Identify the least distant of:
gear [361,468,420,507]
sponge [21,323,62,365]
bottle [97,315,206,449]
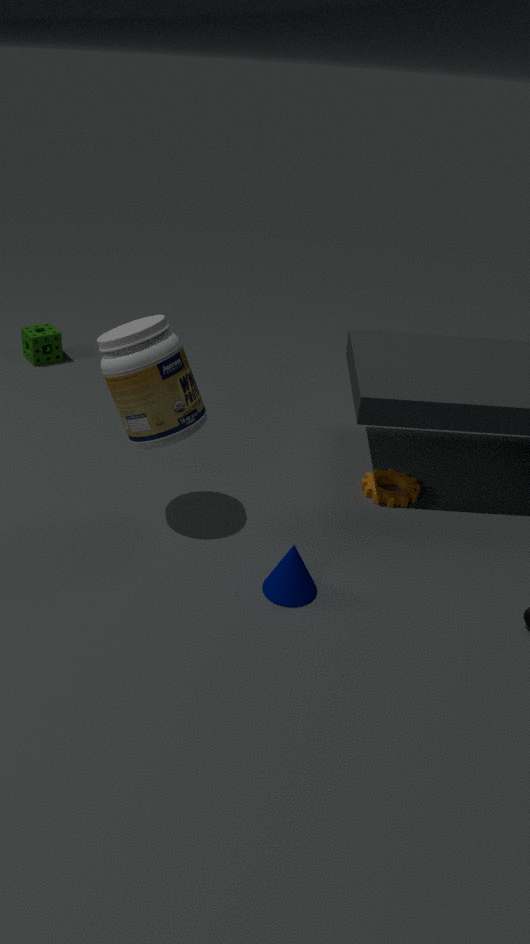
bottle [97,315,206,449]
